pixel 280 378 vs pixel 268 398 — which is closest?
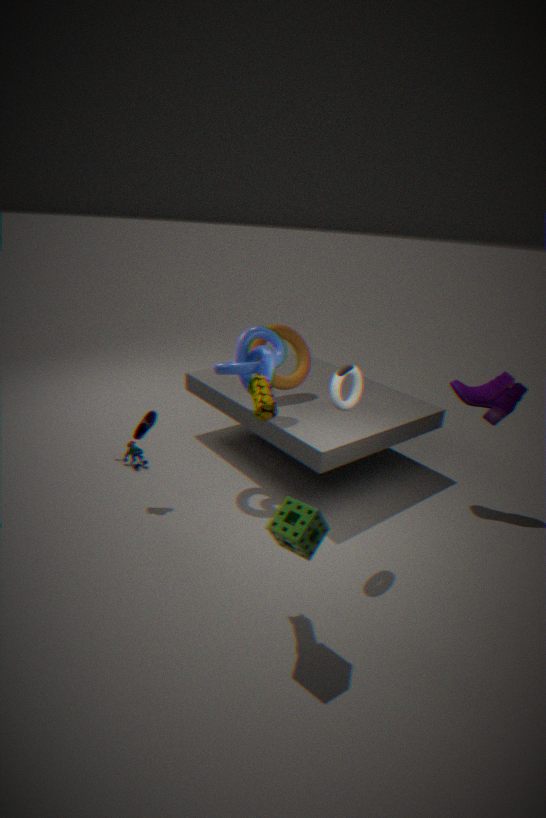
pixel 268 398
